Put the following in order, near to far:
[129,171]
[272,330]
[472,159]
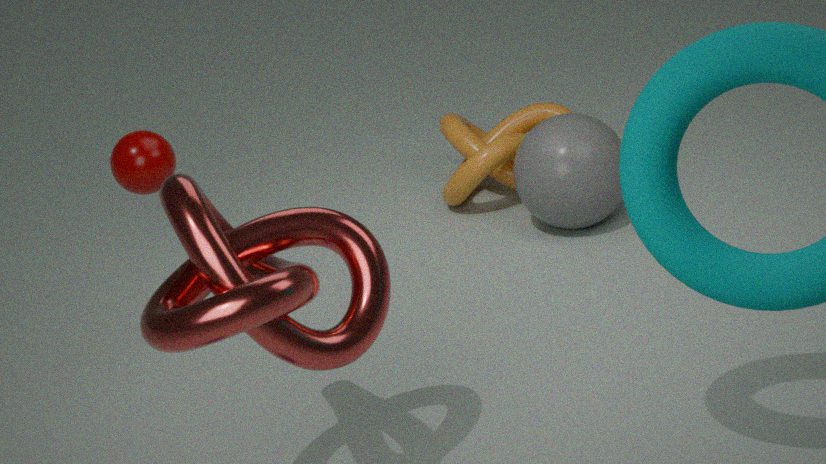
1. [272,330]
2. [129,171]
3. [472,159]
